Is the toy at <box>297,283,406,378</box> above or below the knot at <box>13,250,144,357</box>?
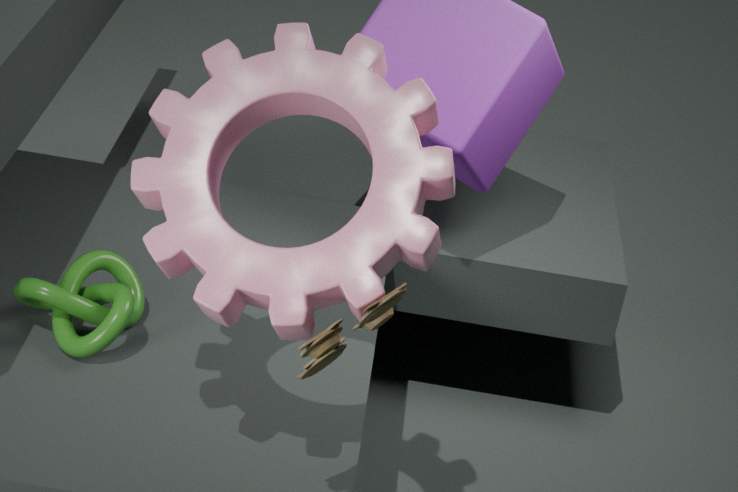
above
